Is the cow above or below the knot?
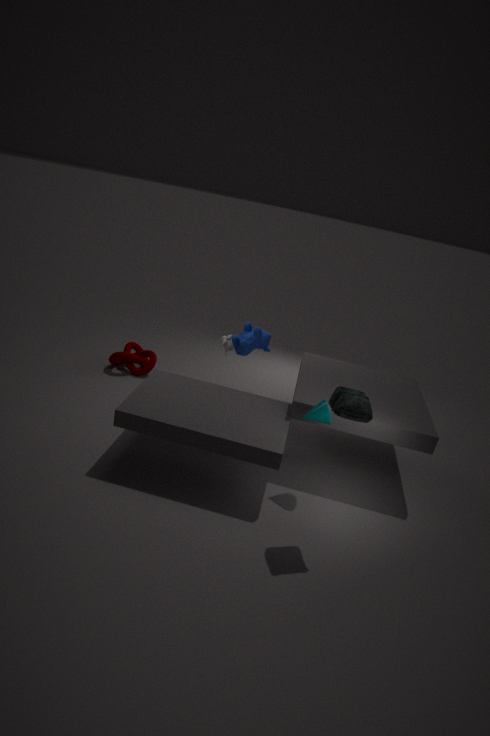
above
